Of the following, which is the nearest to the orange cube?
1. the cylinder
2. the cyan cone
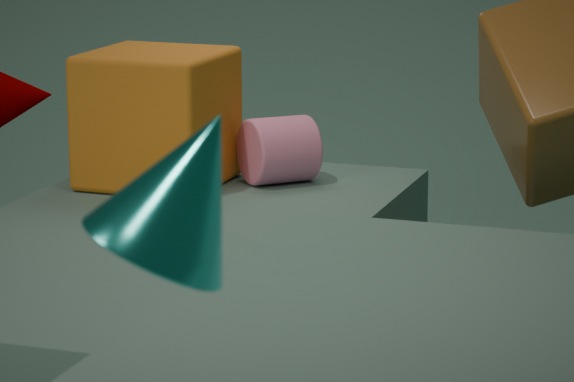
the cylinder
